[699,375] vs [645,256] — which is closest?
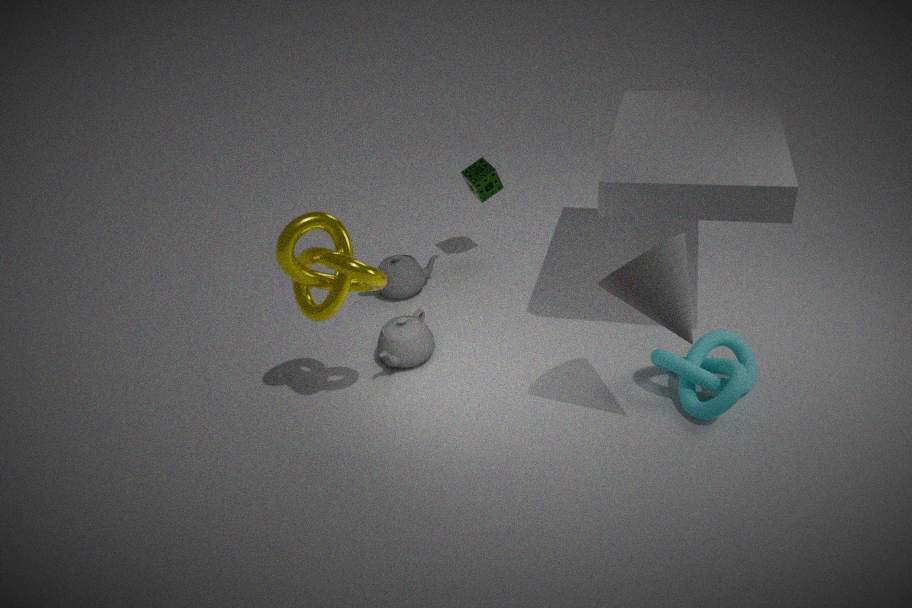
[645,256]
